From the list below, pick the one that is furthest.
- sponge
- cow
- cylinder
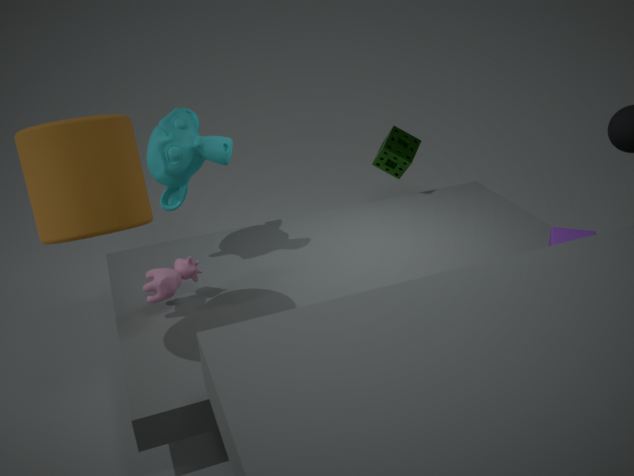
sponge
